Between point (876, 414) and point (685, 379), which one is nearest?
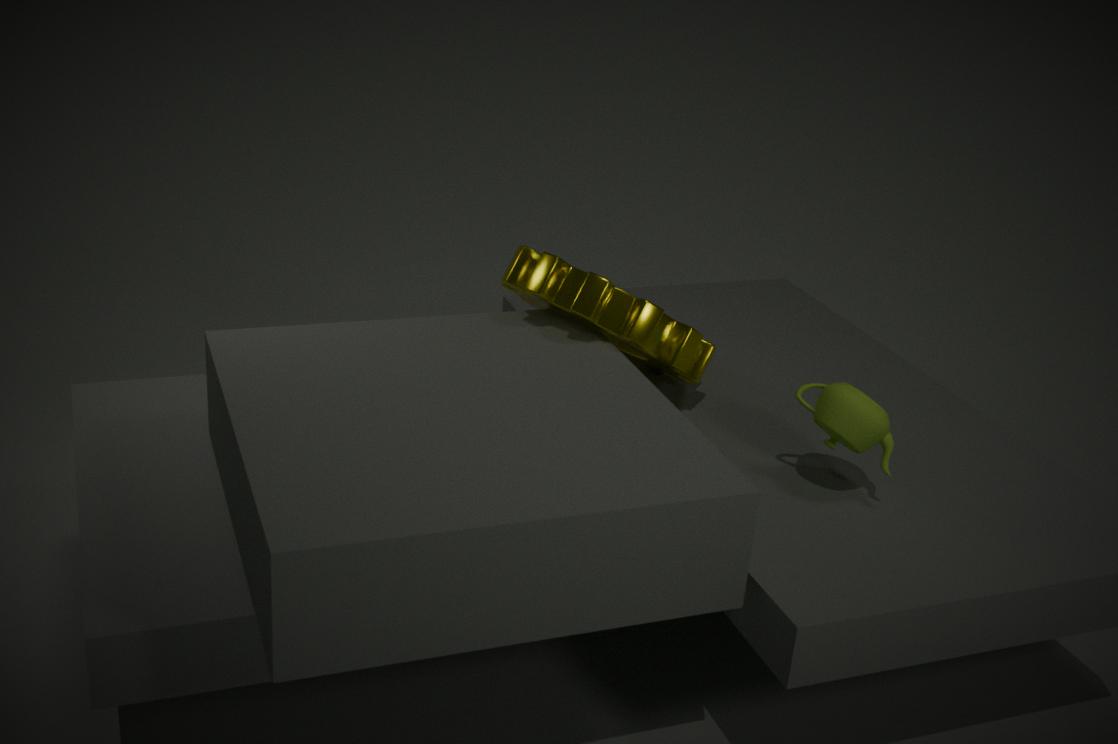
A: point (876, 414)
